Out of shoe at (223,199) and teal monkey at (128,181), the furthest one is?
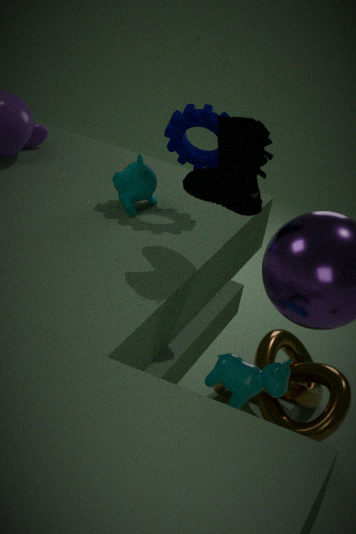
teal monkey at (128,181)
